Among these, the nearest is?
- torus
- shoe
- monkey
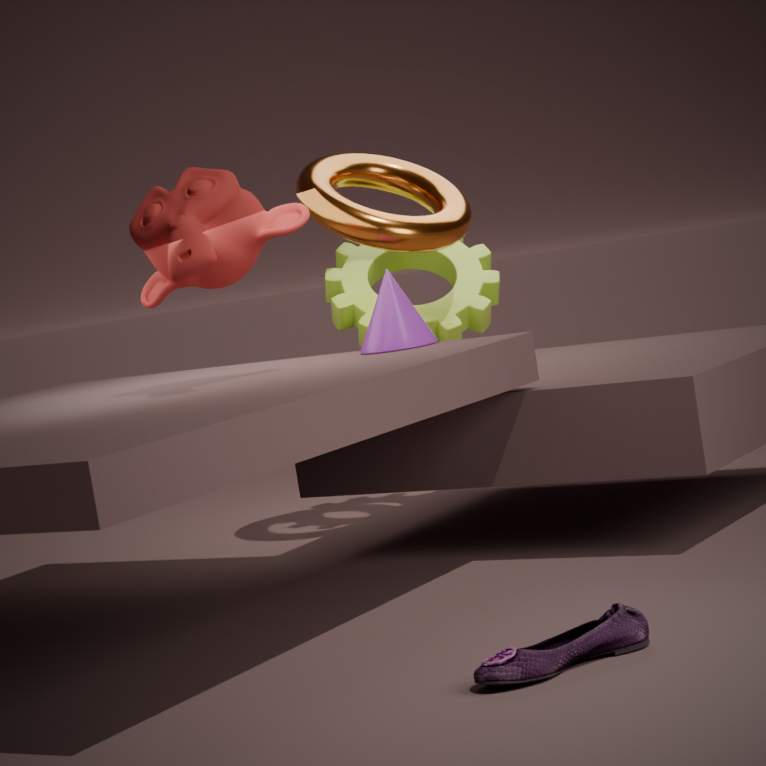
shoe
